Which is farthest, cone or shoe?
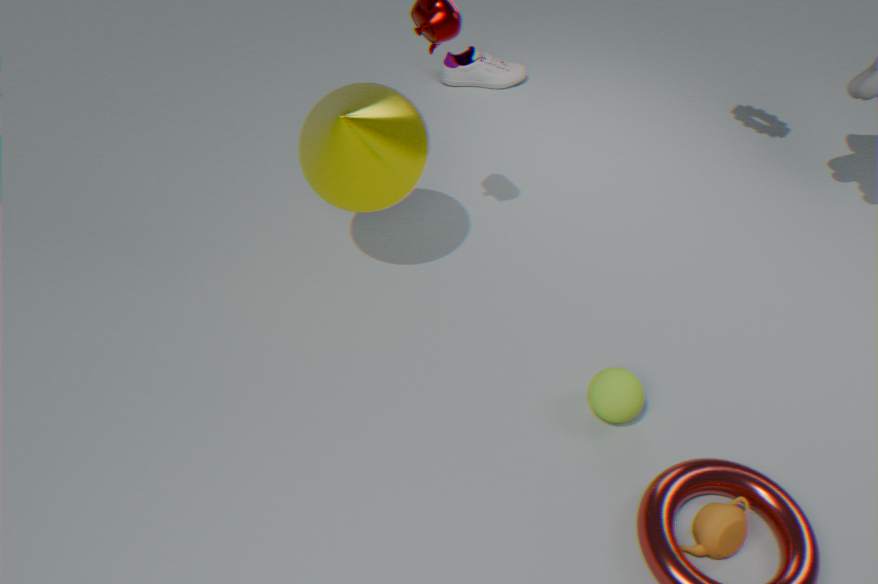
shoe
